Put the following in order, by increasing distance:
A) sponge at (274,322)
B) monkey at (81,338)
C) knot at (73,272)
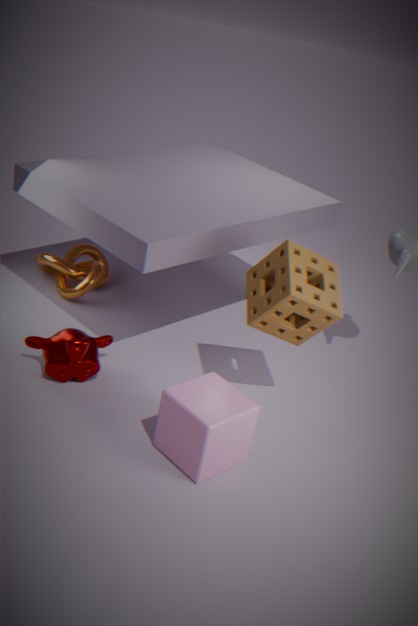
sponge at (274,322) < monkey at (81,338) < knot at (73,272)
